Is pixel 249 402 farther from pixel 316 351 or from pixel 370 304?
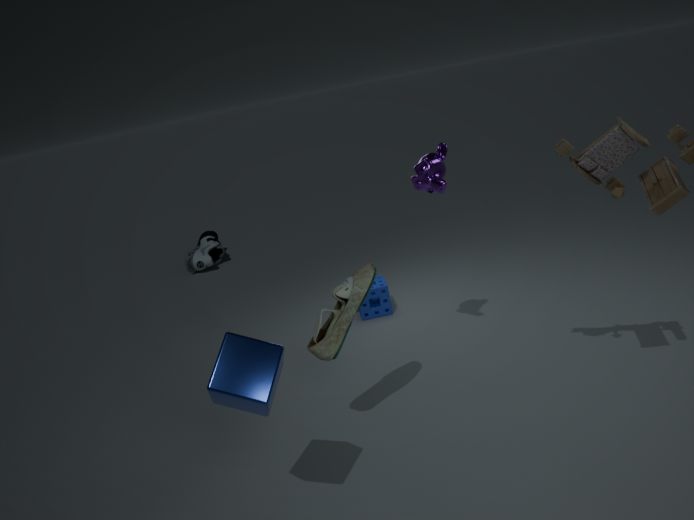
pixel 370 304
